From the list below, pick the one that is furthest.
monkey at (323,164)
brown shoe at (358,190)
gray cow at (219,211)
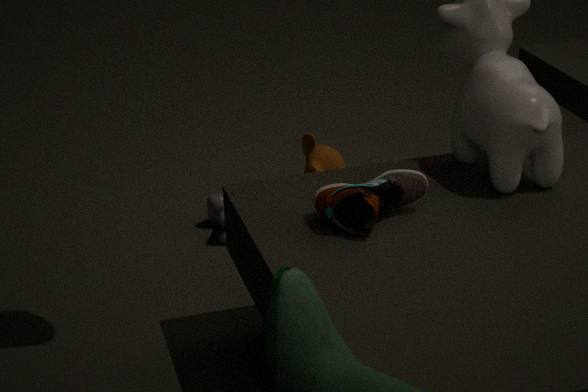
monkey at (323,164)
